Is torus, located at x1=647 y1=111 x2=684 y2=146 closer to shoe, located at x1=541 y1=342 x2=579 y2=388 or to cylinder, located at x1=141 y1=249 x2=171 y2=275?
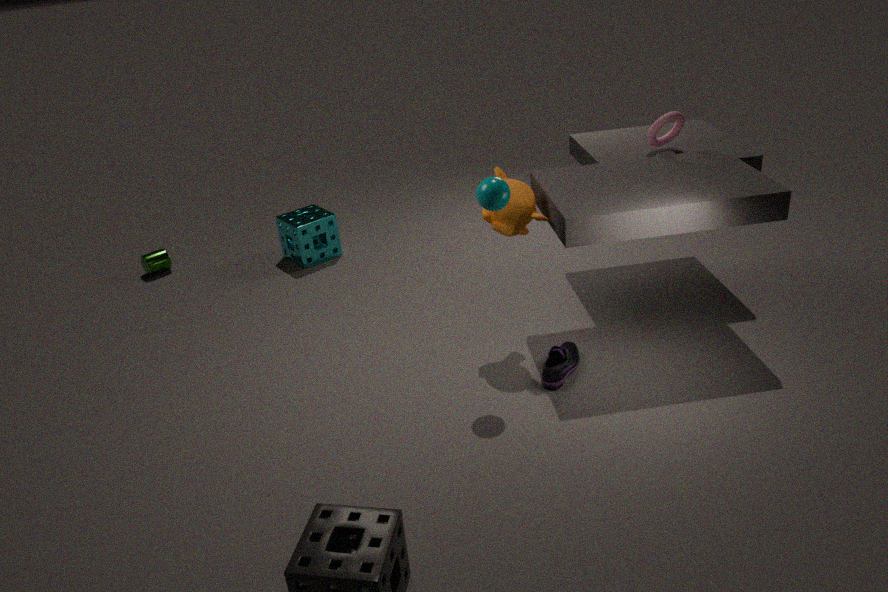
shoe, located at x1=541 y1=342 x2=579 y2=388
